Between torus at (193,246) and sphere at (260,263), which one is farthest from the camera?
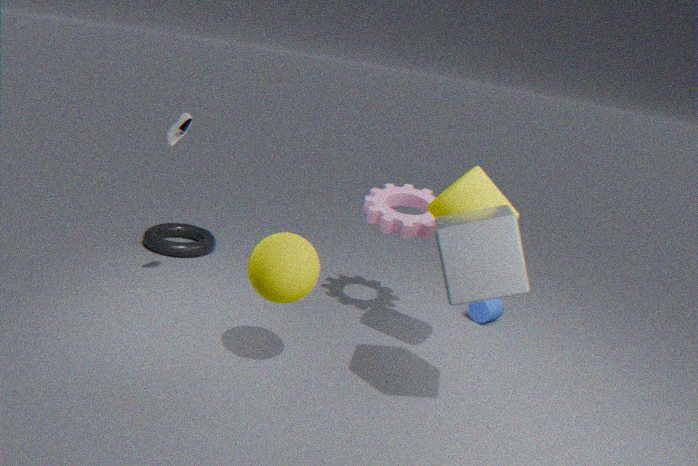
torus at (193,246)
